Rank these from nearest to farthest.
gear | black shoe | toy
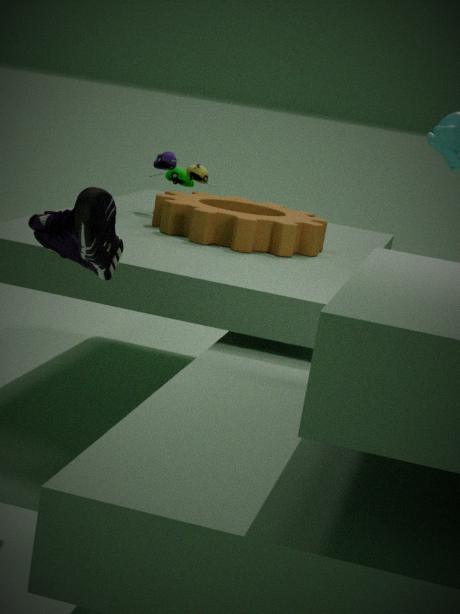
black shoe
gear
toy
